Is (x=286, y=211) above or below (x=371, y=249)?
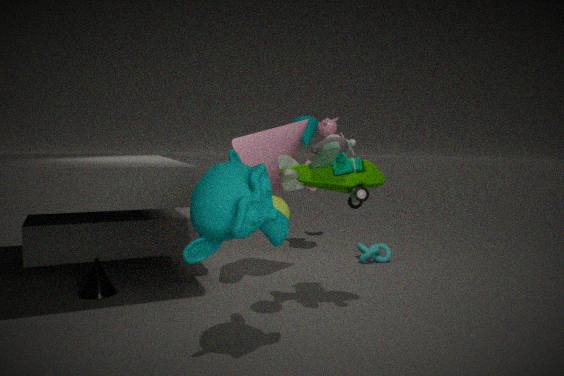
above
